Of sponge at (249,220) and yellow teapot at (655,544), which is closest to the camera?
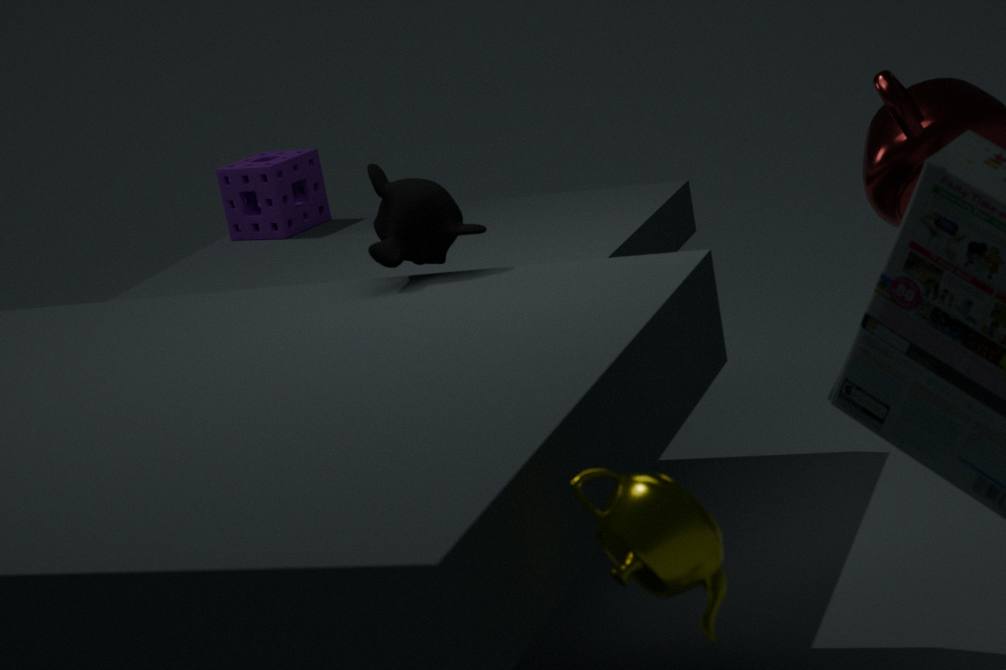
yellow teapot at (655,544)
